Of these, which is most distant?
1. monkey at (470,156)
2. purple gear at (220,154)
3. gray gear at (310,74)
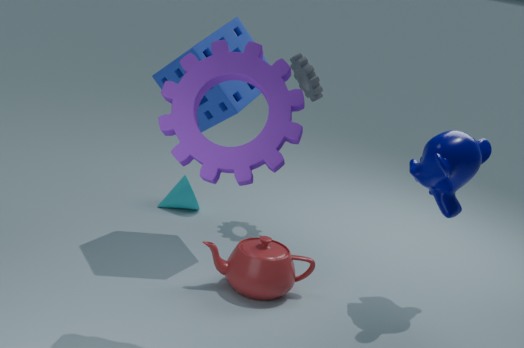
gray gear at (310,74)
